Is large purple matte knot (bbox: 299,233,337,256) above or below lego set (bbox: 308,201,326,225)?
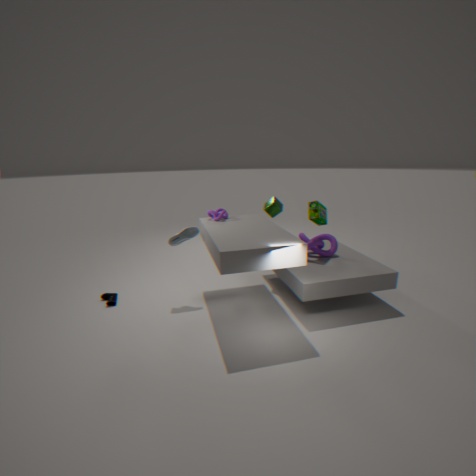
below
